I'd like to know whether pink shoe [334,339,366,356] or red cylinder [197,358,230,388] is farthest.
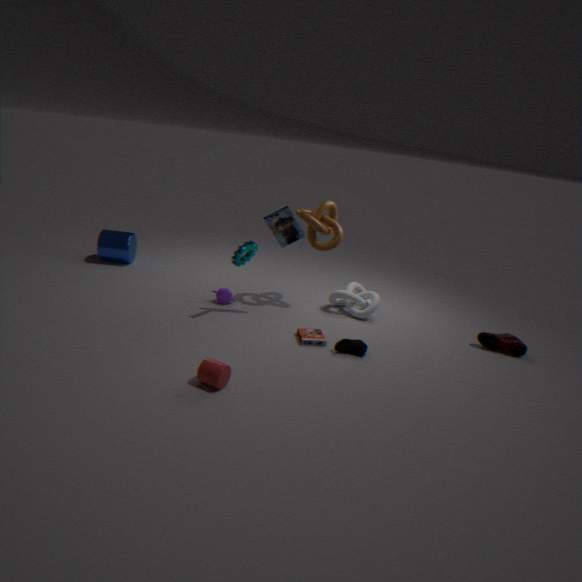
pink shoe [334,339,366,356]
